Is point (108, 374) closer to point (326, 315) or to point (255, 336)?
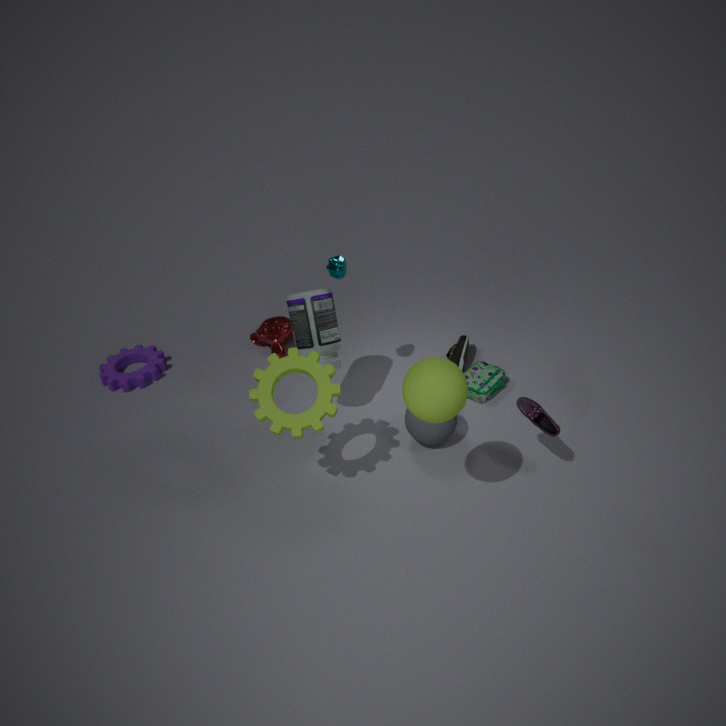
point (255, 336)
